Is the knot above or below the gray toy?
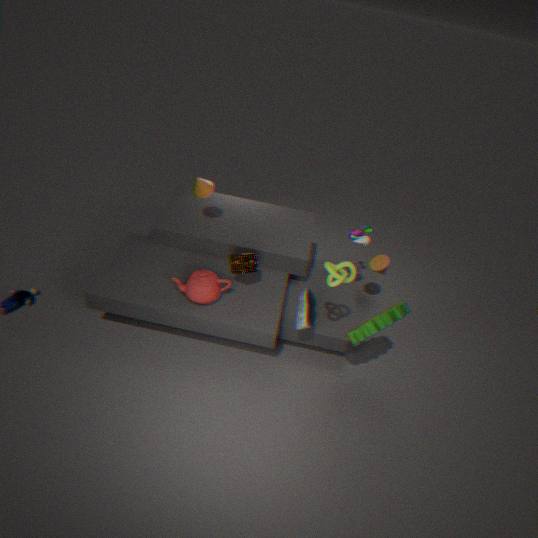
above
